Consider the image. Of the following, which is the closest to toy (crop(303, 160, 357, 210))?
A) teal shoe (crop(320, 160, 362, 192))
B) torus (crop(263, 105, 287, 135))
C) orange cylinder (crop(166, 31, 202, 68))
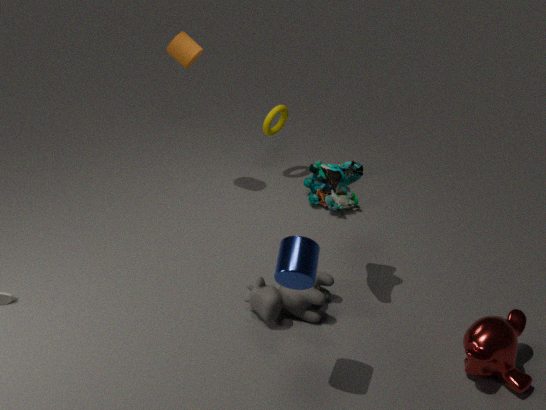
torus (crop(263, 105, 287, 135))
